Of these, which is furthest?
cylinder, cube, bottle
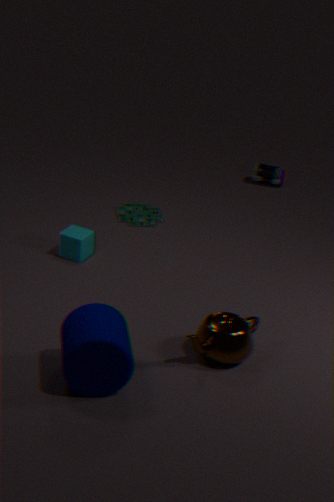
bottle
